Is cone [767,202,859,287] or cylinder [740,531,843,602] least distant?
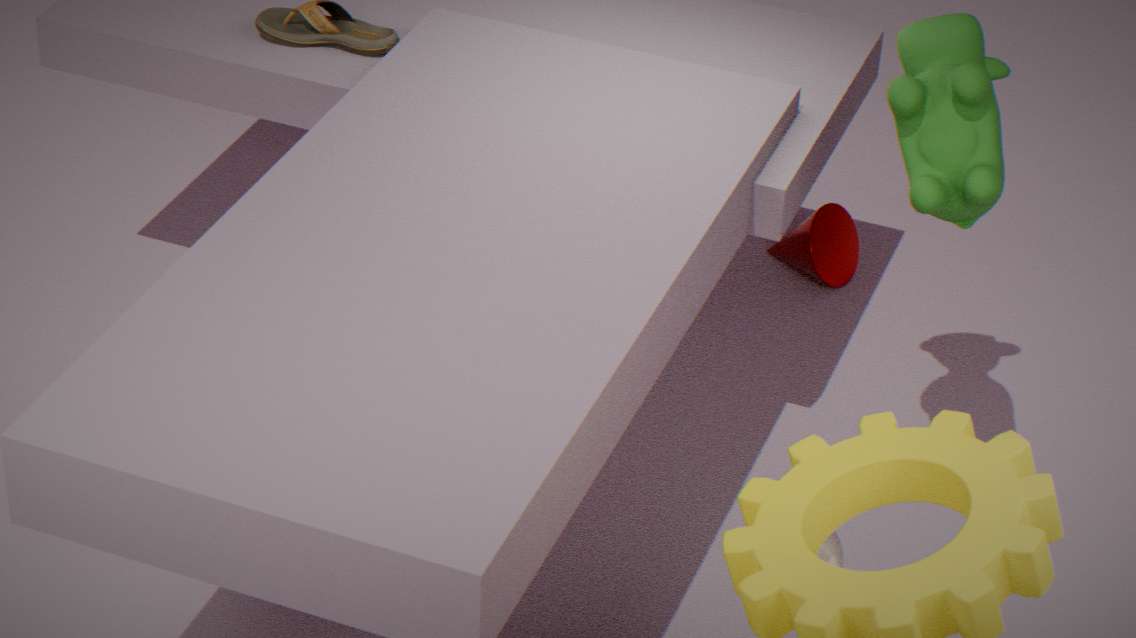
cylinder [740,531,843,602]
